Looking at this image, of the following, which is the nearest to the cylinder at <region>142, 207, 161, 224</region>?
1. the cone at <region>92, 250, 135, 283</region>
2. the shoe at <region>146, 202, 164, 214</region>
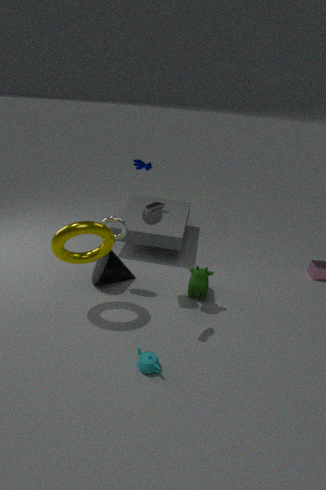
the shoe at <region>146, 202, 164, 214</region>
